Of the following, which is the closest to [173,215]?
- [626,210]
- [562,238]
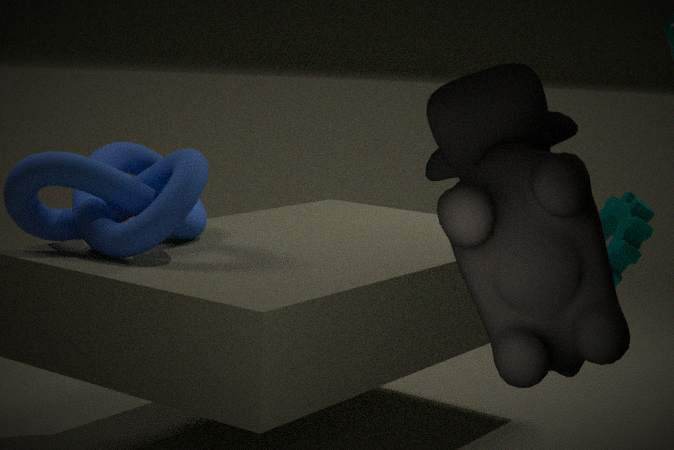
[626,210]
